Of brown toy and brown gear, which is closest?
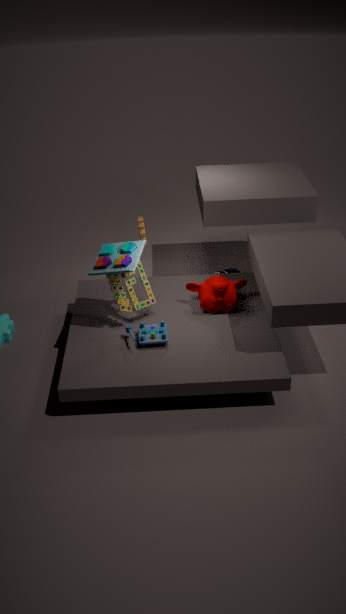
brown toy
